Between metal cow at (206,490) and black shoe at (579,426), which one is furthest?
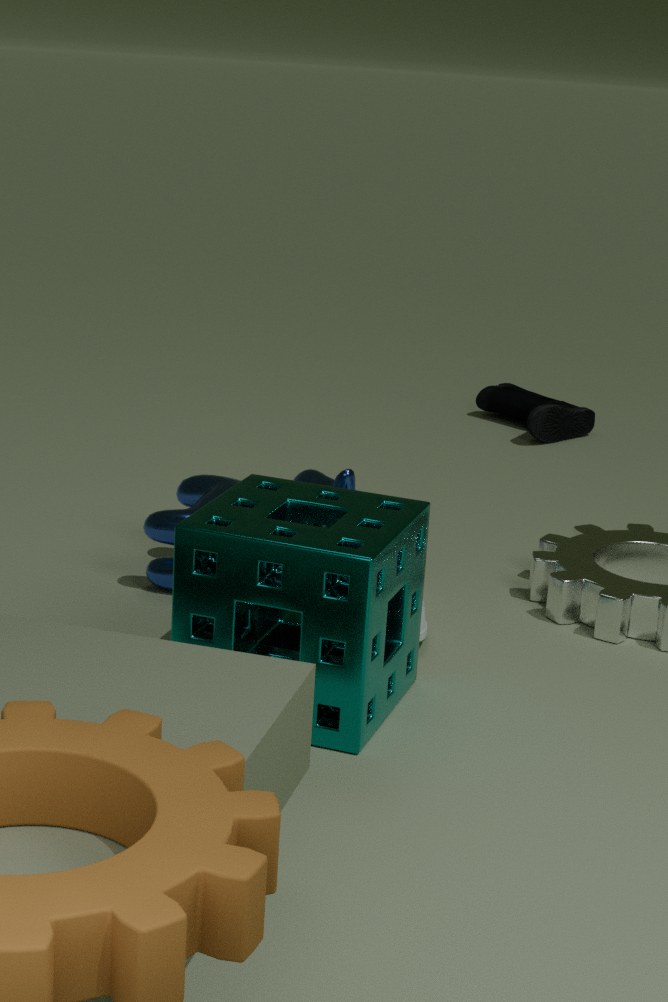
black shoe at (579,426)
